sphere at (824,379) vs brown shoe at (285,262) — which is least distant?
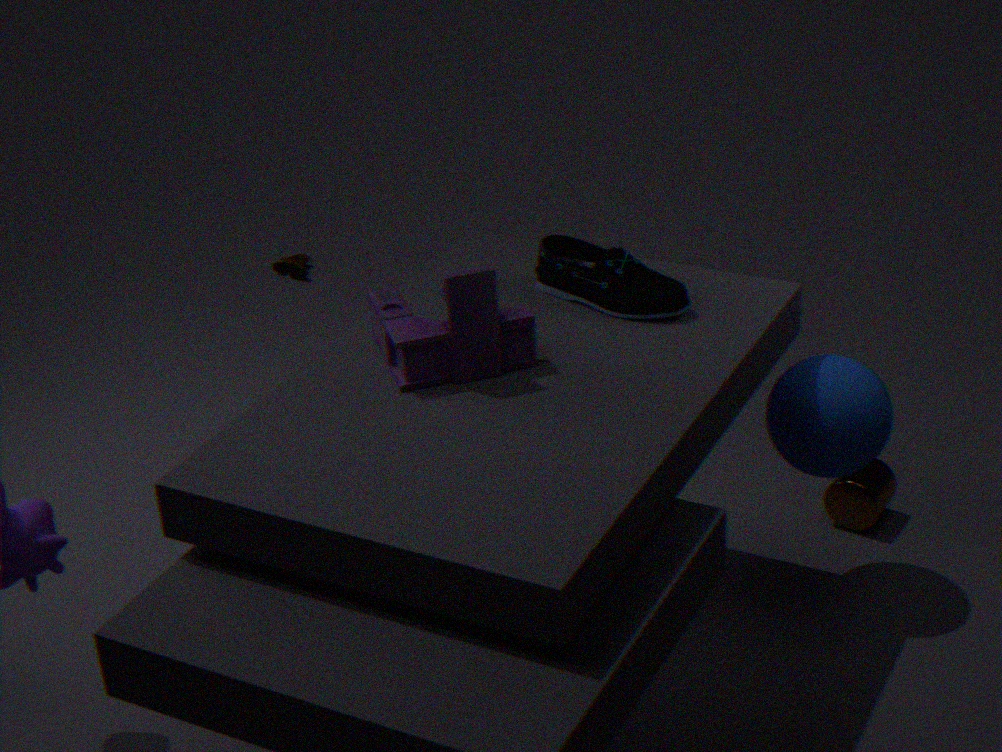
sphere at (824,379)
